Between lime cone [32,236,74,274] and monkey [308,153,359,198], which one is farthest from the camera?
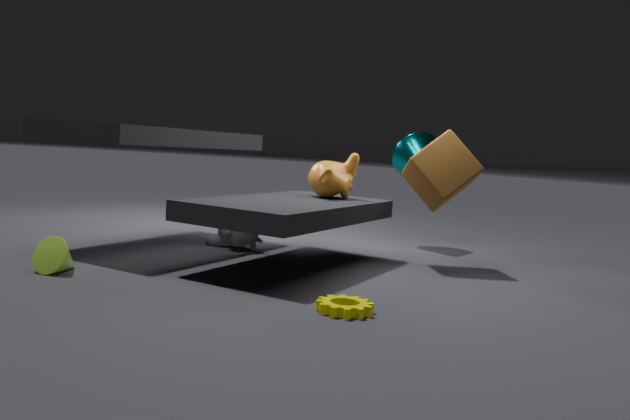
monkey [308,153,359,198]
